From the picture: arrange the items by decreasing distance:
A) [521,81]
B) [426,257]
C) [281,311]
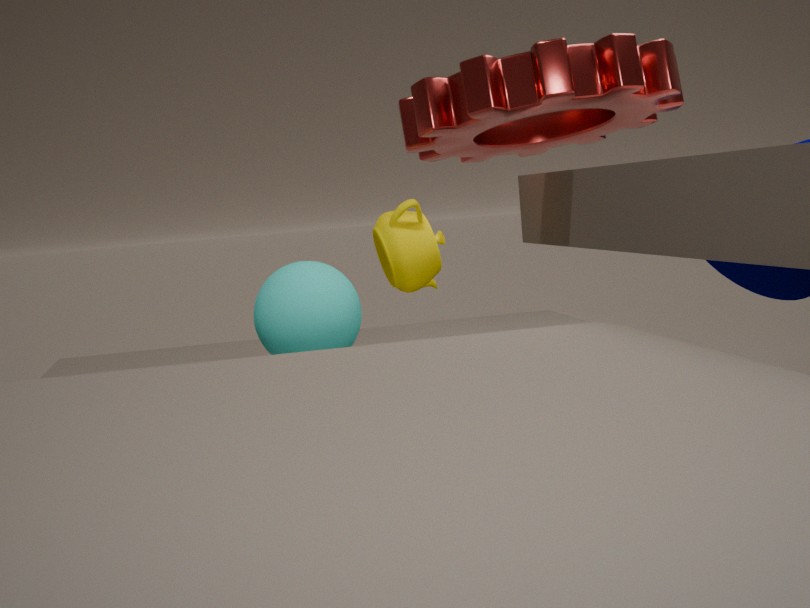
1. [426,257]
2. [521,81]
3. [281,311]
